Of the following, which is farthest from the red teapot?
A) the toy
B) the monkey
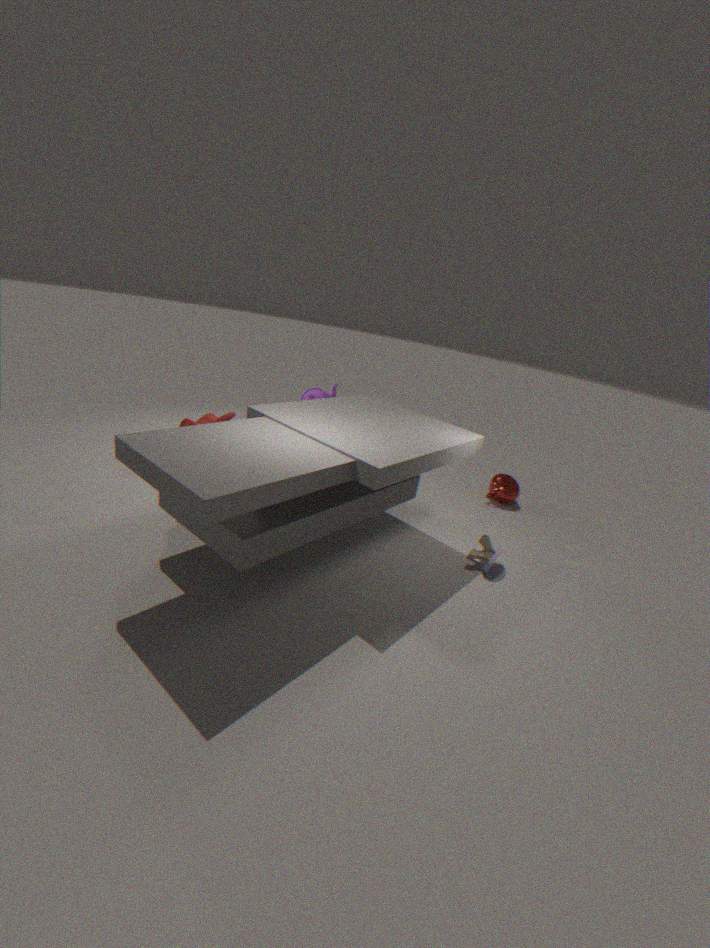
the monkey
